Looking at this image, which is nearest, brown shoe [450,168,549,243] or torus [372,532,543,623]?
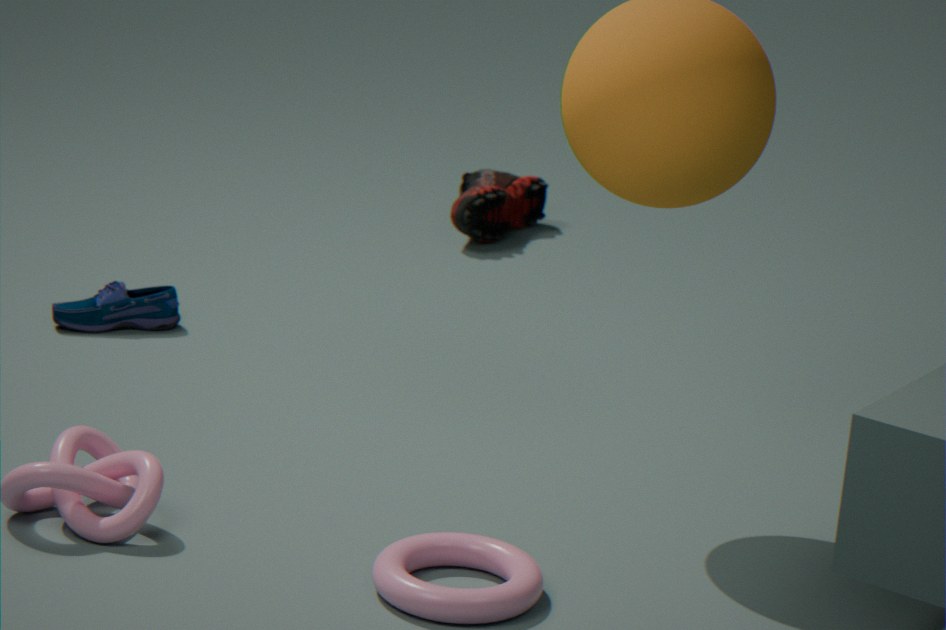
torus [372,532,543,623]
